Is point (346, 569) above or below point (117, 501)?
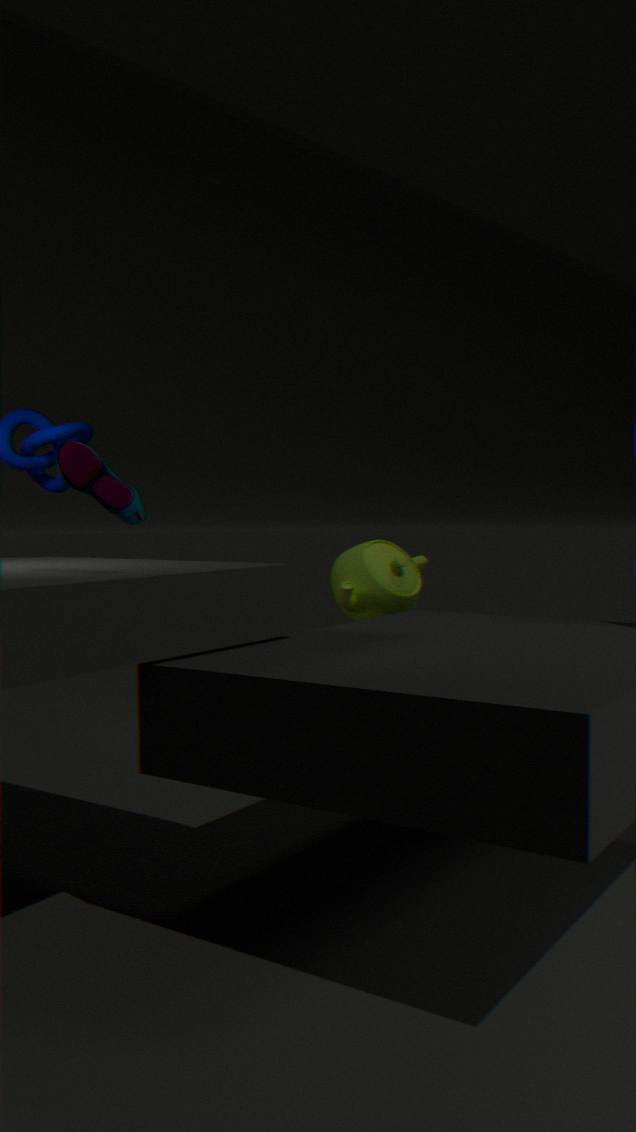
below
